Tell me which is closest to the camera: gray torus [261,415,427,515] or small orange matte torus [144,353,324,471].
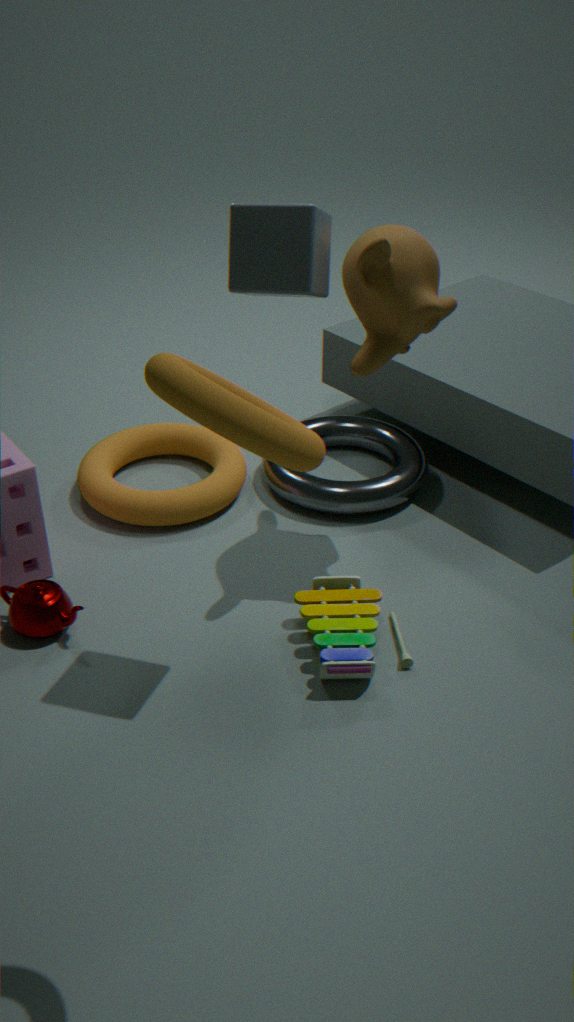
small orange matte torus [144,353,324,471]
